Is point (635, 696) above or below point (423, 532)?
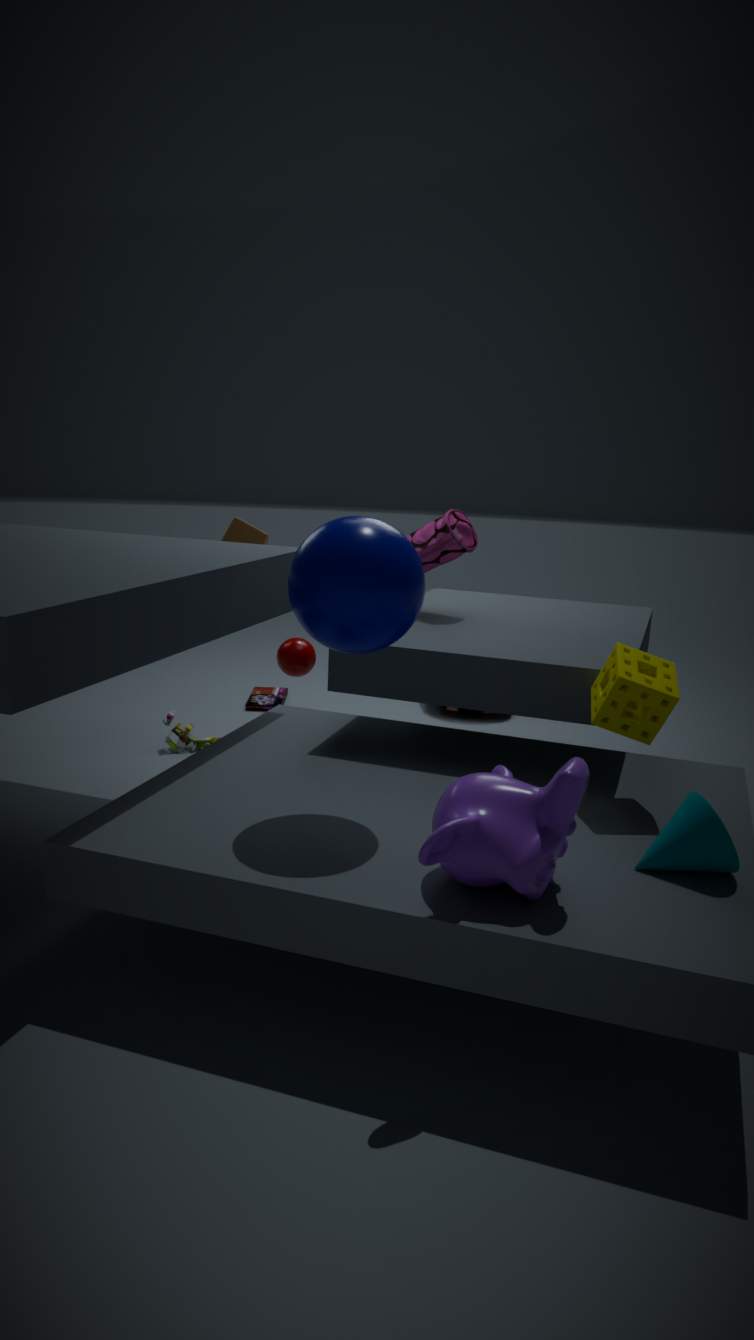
below
